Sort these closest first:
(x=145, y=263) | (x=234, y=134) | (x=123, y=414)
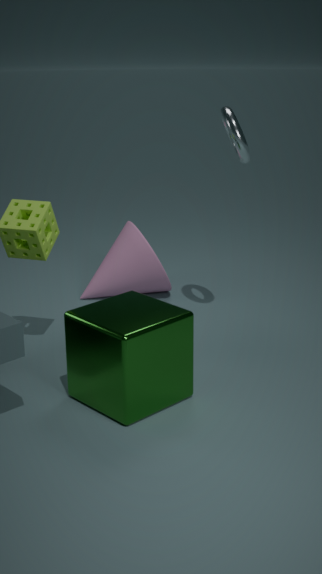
(x=123, y=414), (x=234, y=134), (x=145, y=263)
